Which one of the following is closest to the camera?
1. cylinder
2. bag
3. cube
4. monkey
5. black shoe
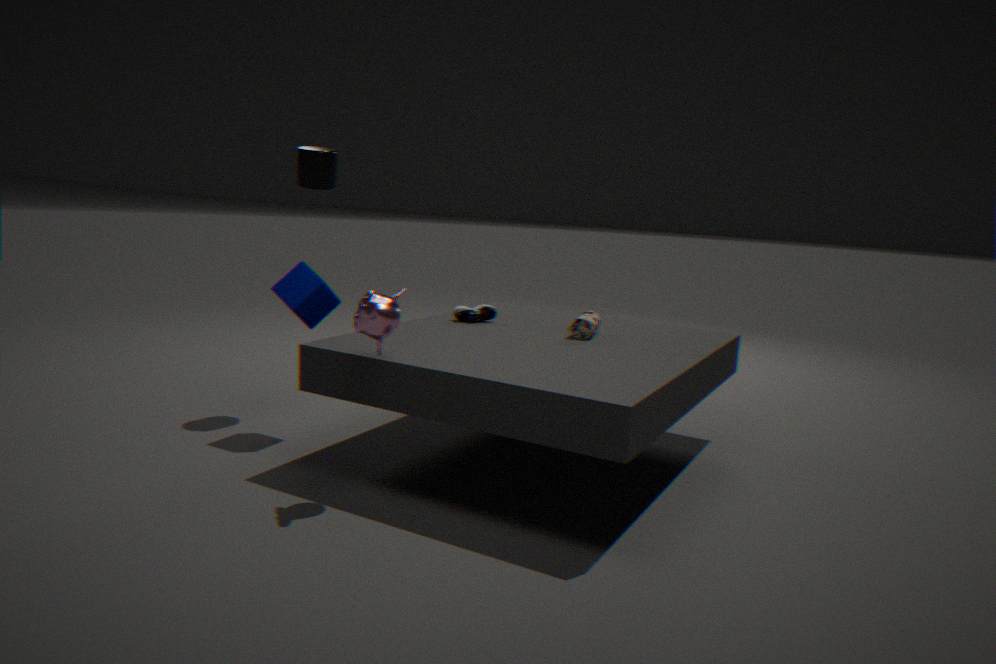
monkey
